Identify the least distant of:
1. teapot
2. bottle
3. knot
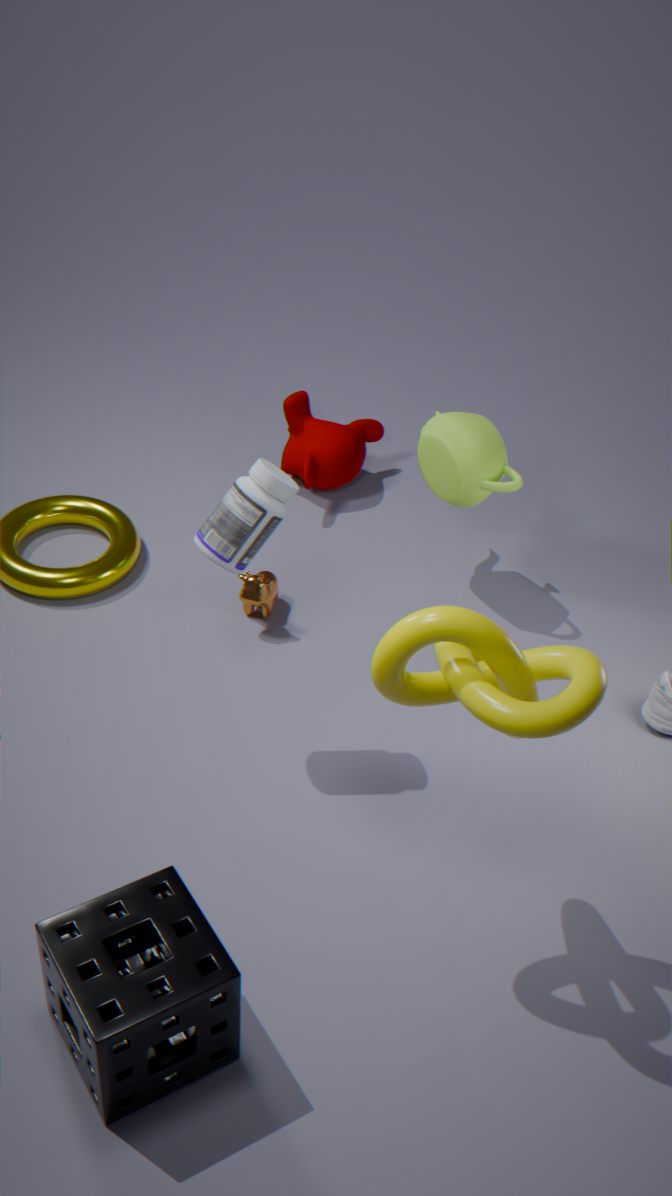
knot
